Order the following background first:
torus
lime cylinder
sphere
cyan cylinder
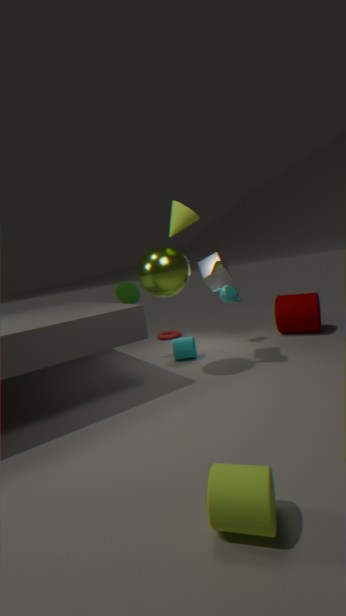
torus
cyan cylinder
sphere
lime cylinder
